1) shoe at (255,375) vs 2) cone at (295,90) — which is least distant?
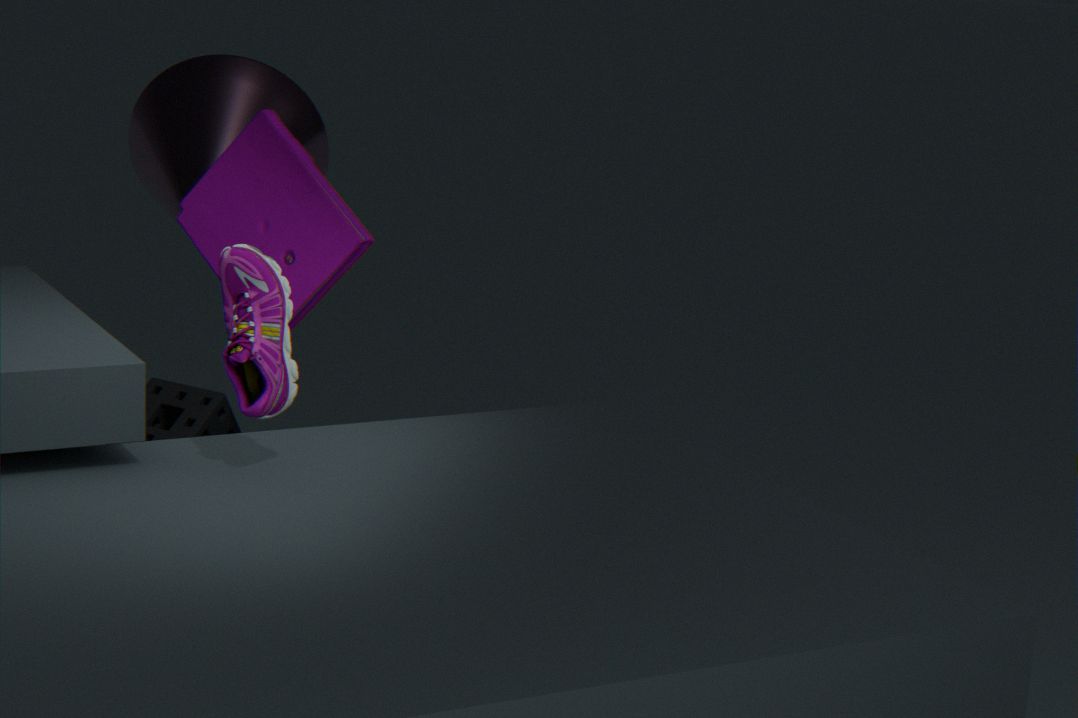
1. shoe at (255,375)
